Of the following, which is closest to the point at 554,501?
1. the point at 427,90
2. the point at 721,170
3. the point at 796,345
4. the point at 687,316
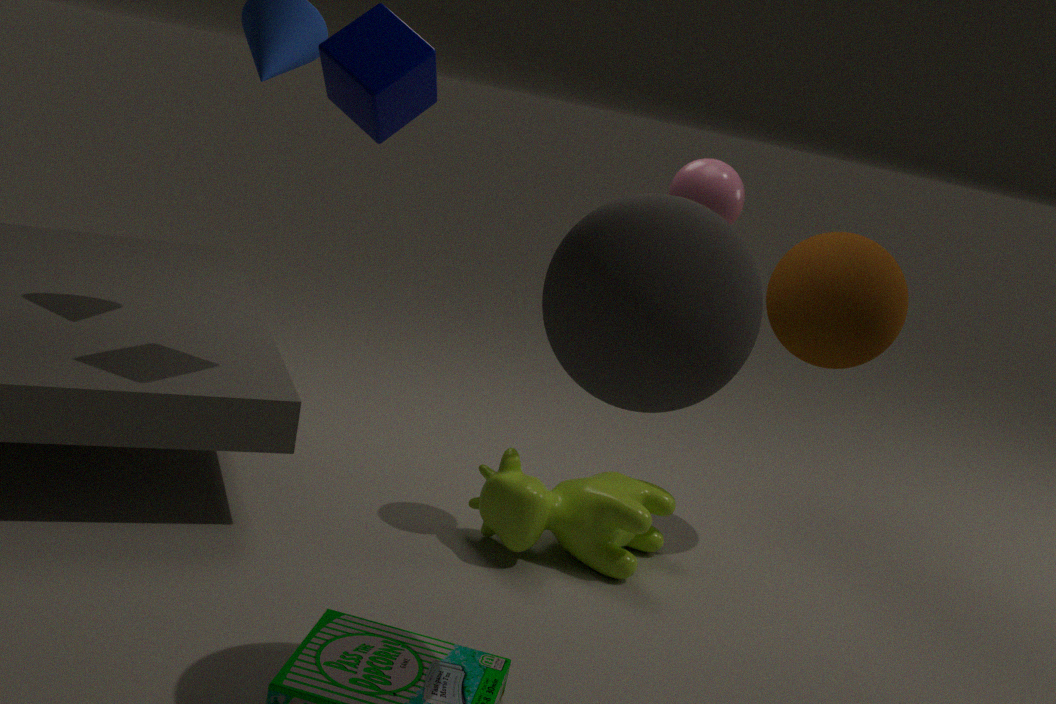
the point at 721,170
